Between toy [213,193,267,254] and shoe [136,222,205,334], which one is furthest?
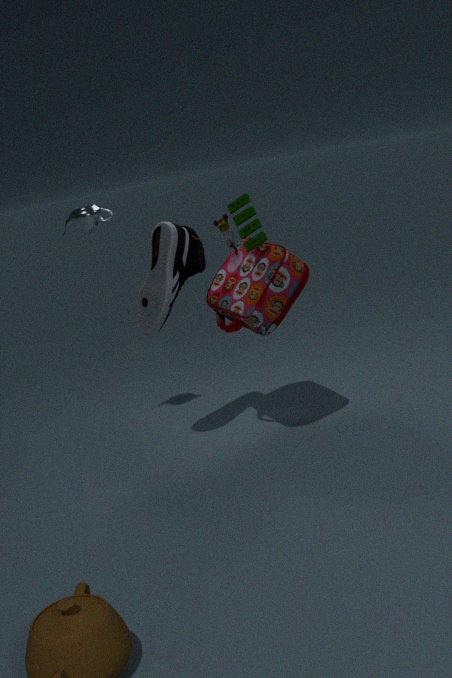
shoe [136,222,205,334]
